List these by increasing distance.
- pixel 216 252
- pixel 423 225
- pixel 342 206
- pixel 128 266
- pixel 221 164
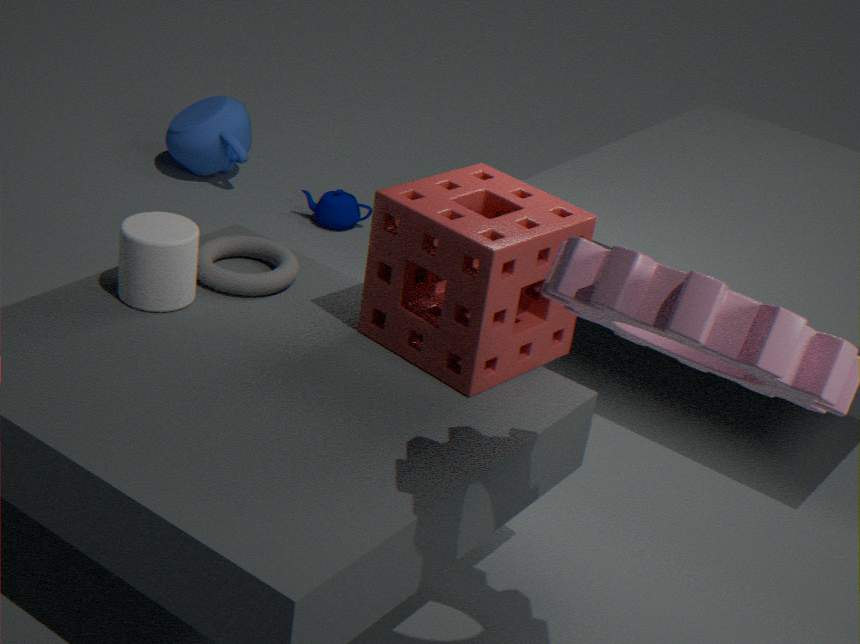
pixel 423 225
pixel 128 266
pixel 216 252
pixel 342 206
pixel 221 164
